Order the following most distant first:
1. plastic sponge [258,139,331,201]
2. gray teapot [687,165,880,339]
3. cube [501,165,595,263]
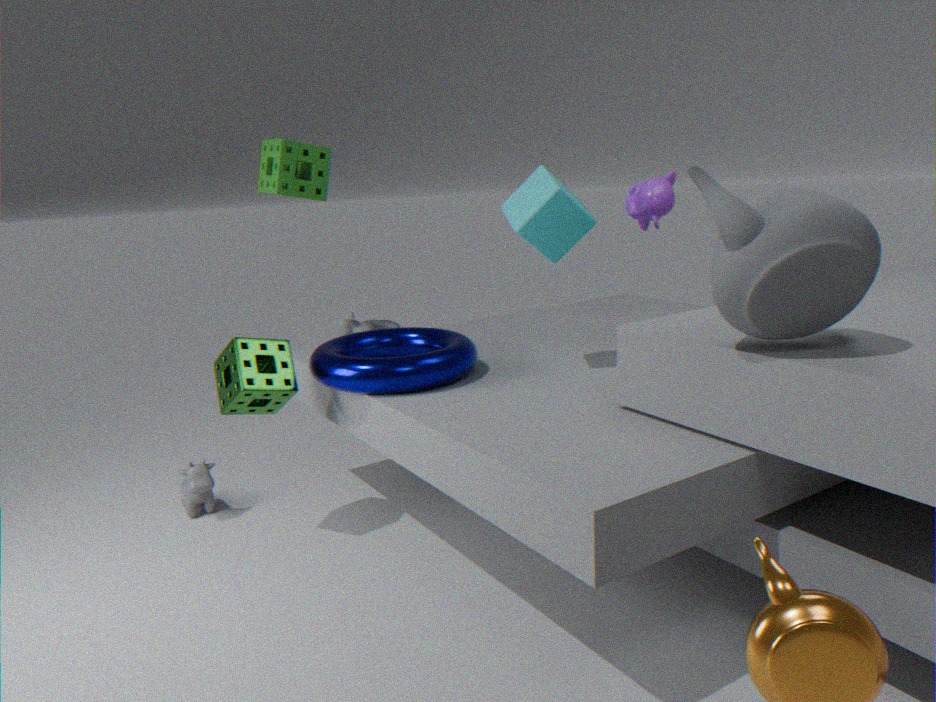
plastic sponge [258,139,331,201], cube [501,165,595,263], gray teapot [687,165,880,339]
